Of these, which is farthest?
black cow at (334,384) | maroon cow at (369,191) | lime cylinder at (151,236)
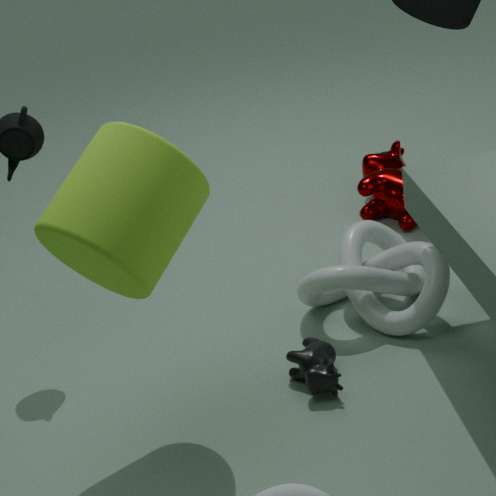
maroon cow at (369,191)
